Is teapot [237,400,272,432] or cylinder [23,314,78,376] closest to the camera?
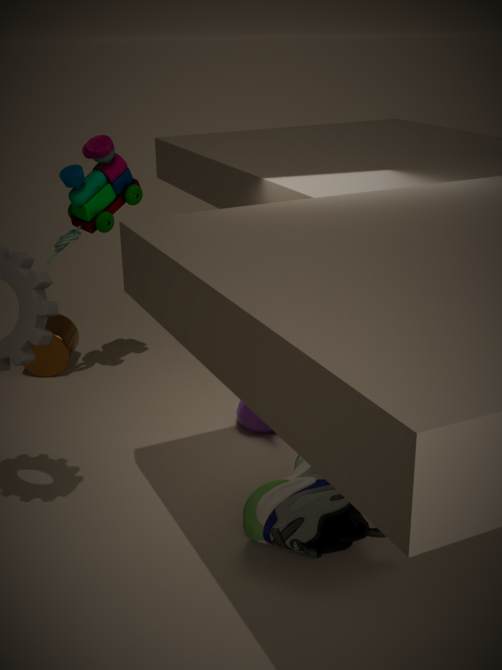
teapot [237,400,272,432]
